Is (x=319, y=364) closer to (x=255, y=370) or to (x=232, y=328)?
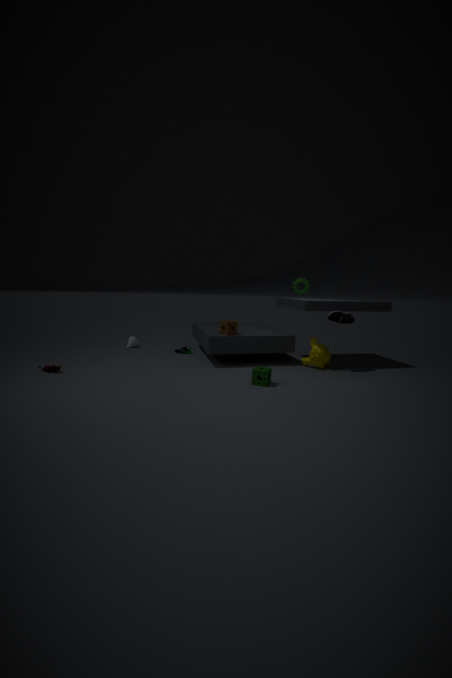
(x=255, y=370)
